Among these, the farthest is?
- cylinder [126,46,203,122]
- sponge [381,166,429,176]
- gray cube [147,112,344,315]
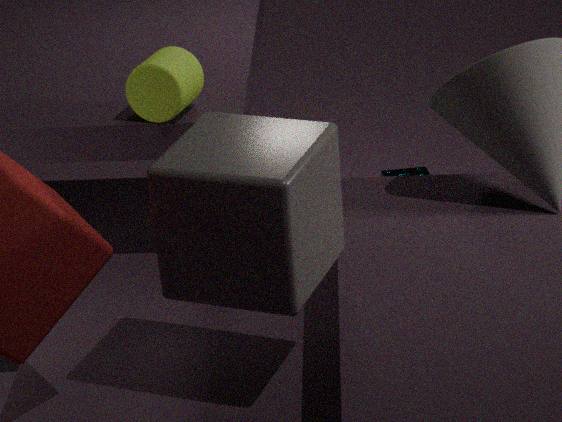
sponge [381,166,429,176]
